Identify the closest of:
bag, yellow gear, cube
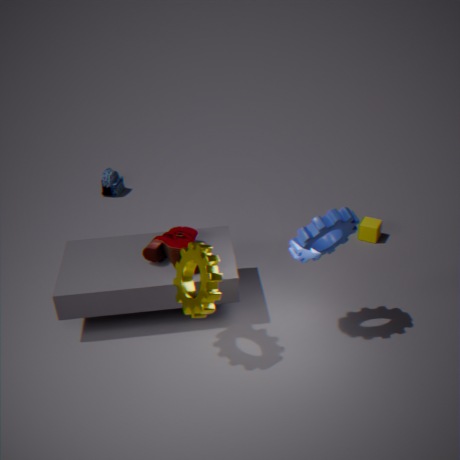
yellow gear
